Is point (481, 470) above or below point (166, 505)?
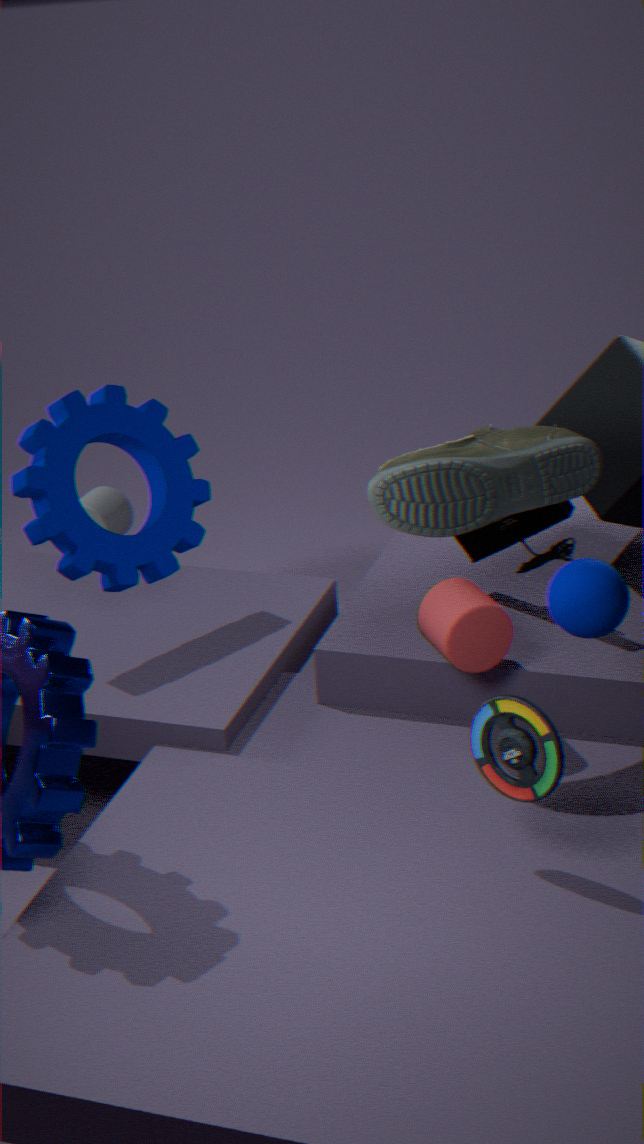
above
